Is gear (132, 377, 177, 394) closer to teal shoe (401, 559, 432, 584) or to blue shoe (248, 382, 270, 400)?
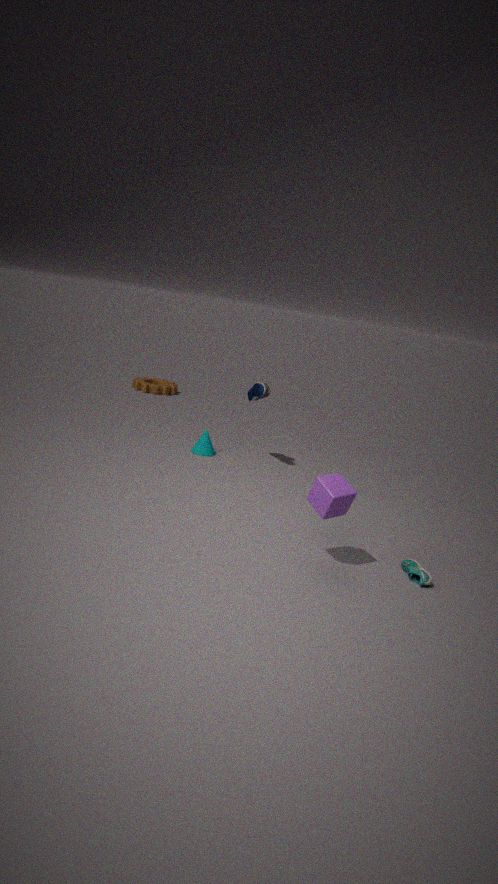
blue shoe (248, 382, 270, 400)
